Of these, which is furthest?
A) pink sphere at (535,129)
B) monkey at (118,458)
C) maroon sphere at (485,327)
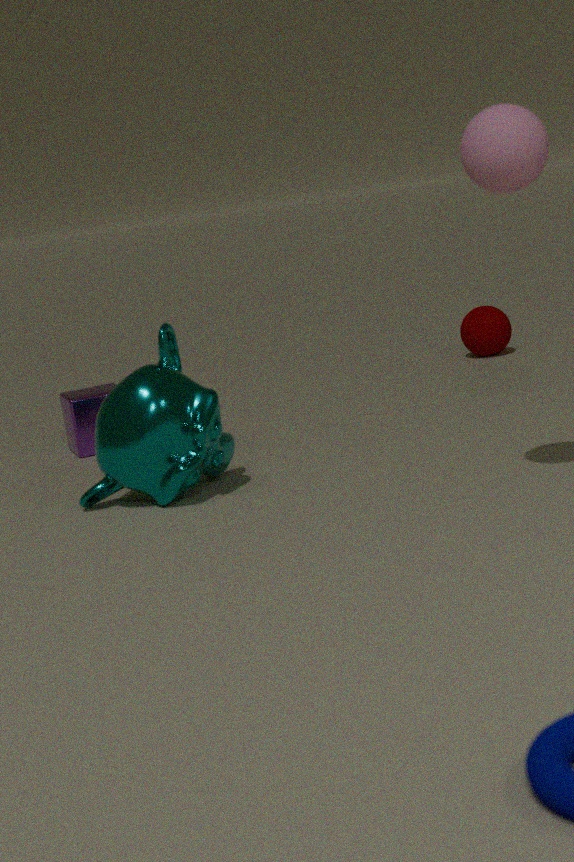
maroon sphere at (485,327)
